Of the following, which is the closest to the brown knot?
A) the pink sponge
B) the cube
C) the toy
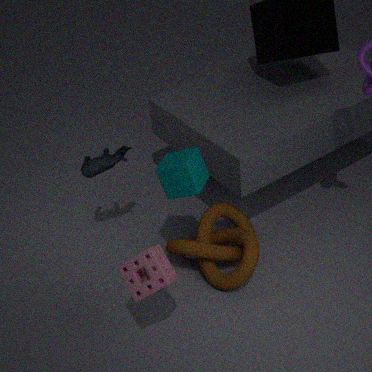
the cube
